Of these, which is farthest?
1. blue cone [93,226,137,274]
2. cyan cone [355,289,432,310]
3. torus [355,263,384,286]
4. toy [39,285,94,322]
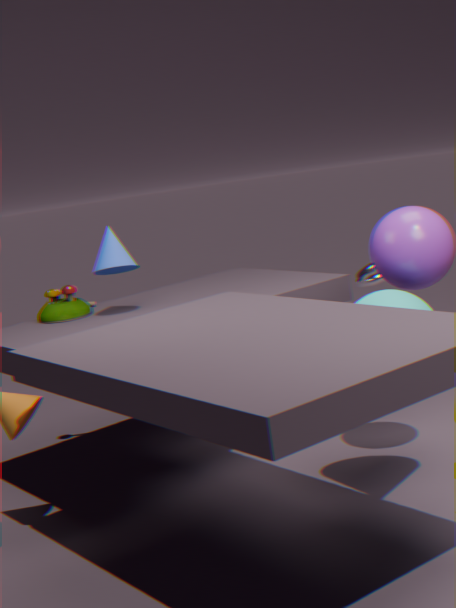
torus [355,263,384,286]
